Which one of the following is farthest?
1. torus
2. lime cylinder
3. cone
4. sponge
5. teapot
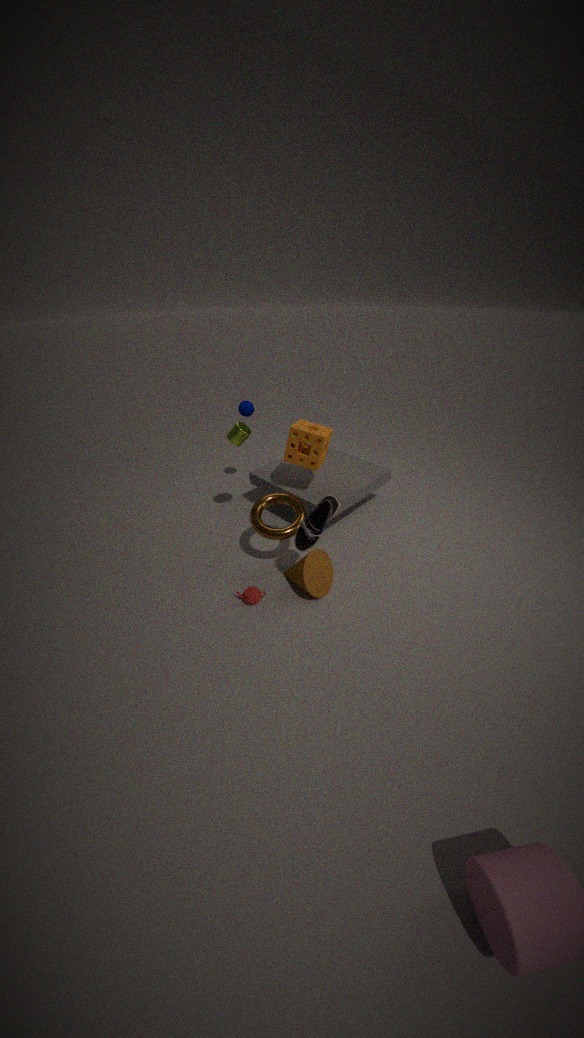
lime cylinder
